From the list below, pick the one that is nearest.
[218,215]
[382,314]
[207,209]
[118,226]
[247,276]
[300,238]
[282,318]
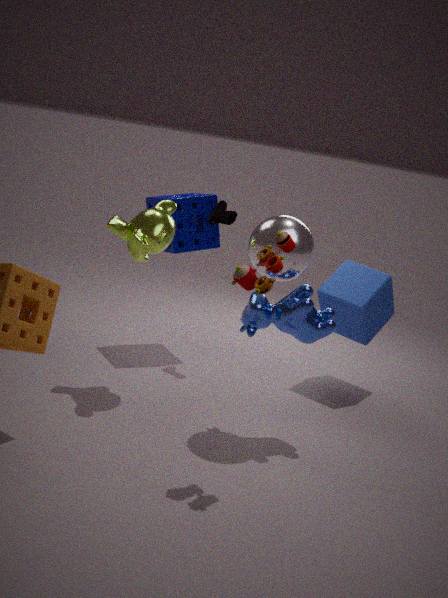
[247,276]
